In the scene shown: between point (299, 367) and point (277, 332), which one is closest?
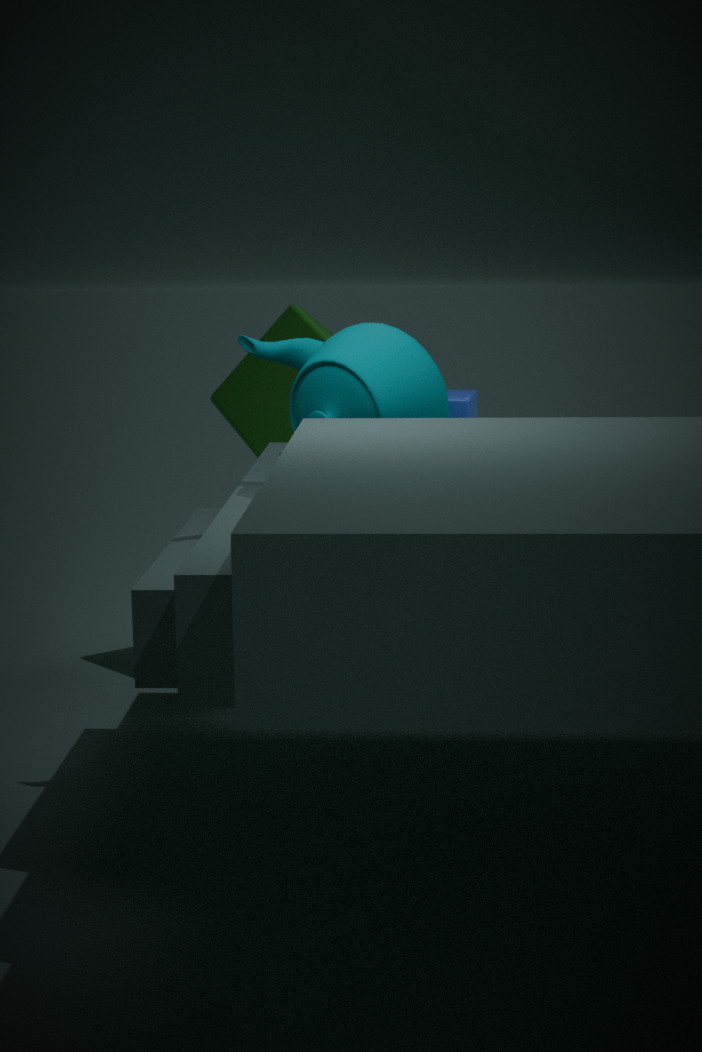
point (299, 367)
